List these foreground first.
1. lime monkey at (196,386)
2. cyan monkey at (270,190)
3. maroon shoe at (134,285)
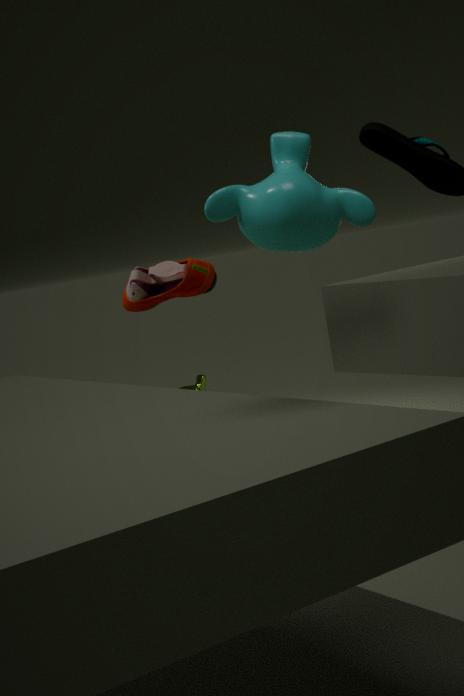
cyan monkey at (270,190), maroon shoe at (134,285), lime monkey at (196,386)
